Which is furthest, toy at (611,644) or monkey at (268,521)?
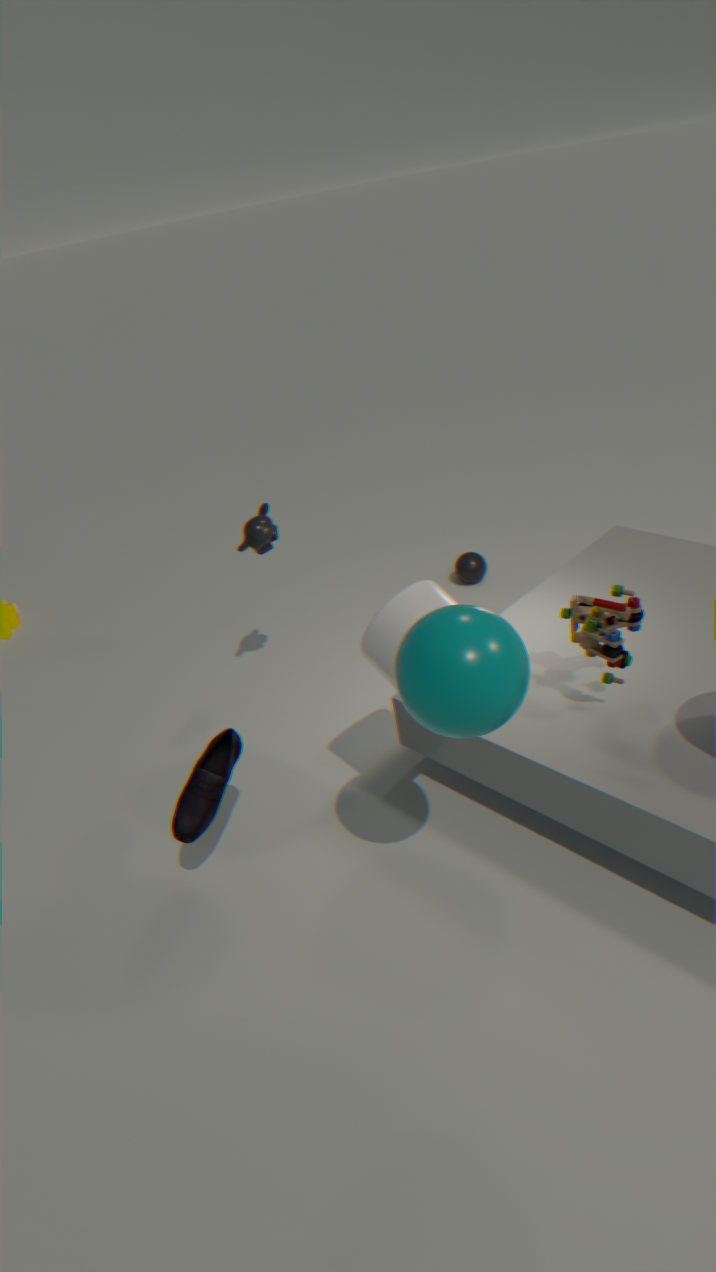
monkey at (268,521)
